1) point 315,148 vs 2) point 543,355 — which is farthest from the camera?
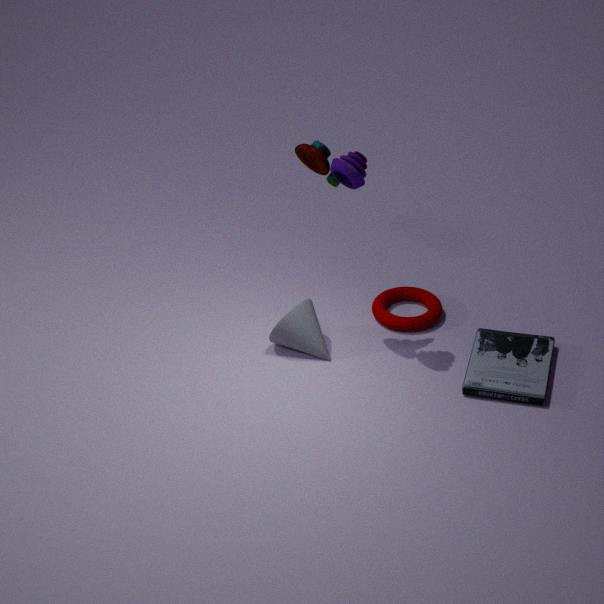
2. point 543,355
